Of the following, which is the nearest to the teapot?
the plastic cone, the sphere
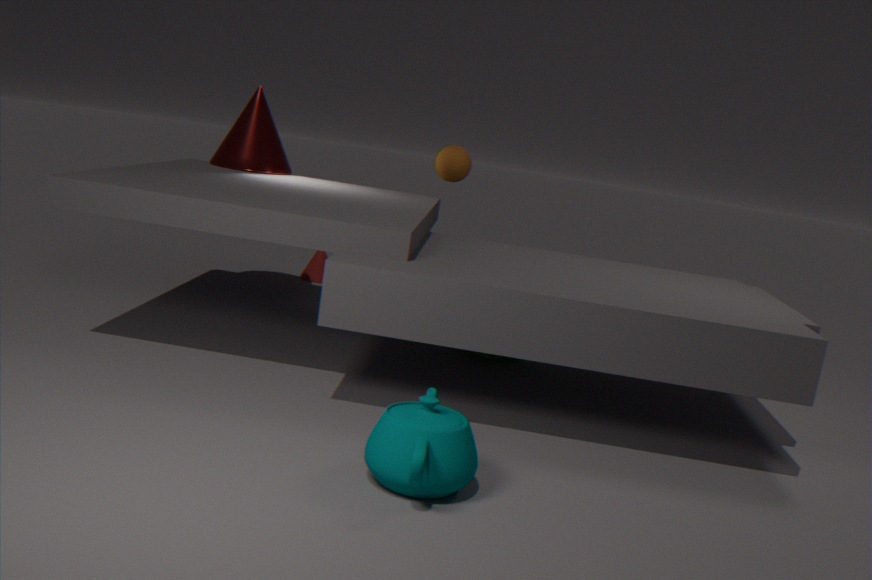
the sphere
